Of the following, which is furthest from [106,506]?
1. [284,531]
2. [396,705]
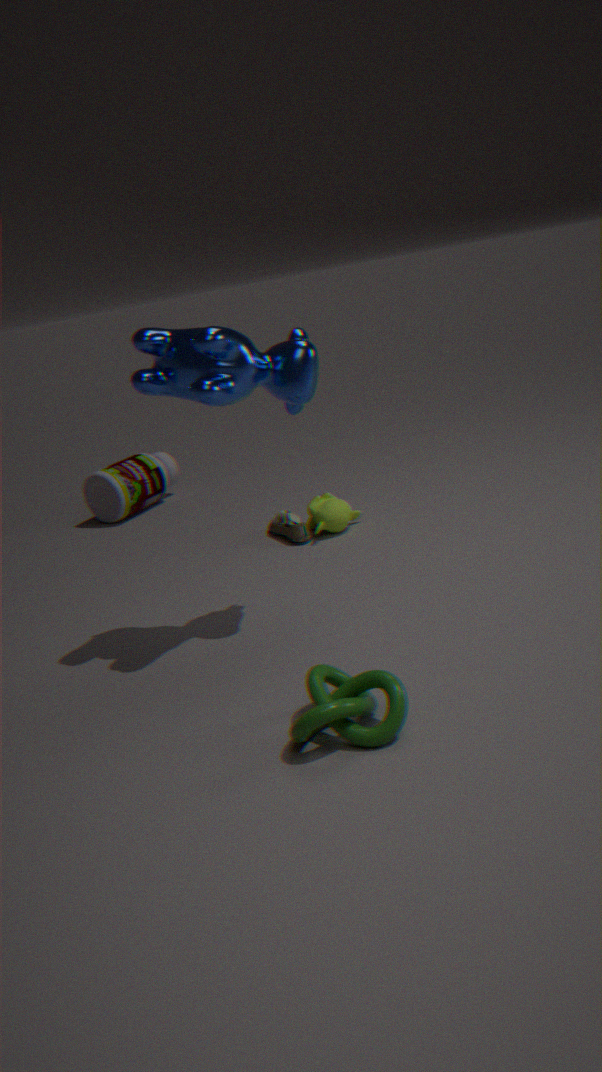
[396,705]
